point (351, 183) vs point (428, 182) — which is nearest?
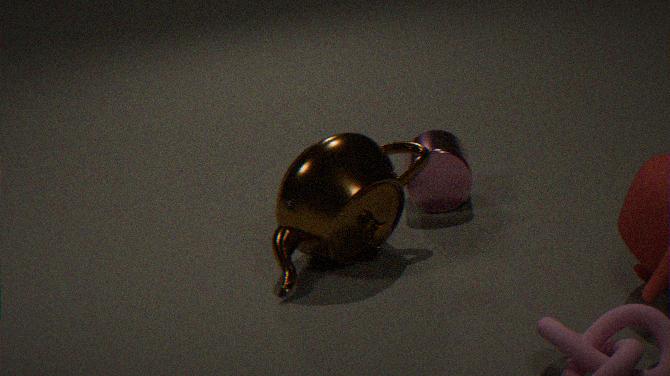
point (351, 183)
